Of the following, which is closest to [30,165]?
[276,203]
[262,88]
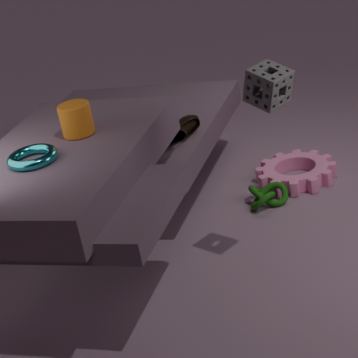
[262,88]
